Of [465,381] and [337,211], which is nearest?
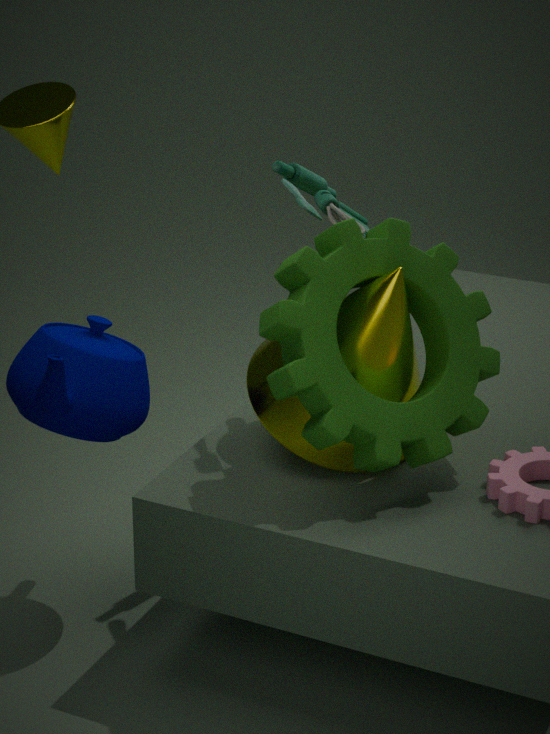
[465,381]
